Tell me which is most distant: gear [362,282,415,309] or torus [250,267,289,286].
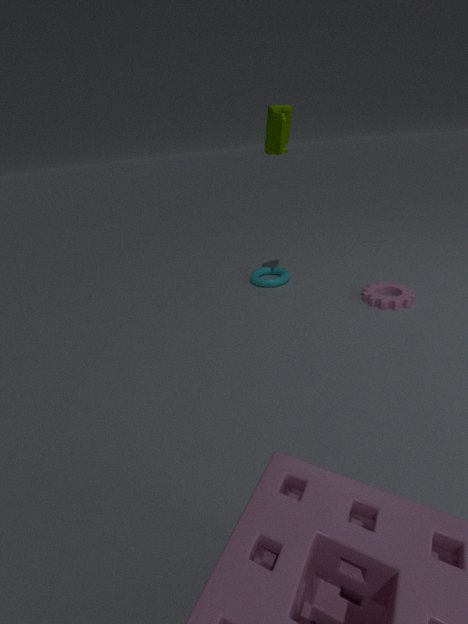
torus [250,267,289,286]
